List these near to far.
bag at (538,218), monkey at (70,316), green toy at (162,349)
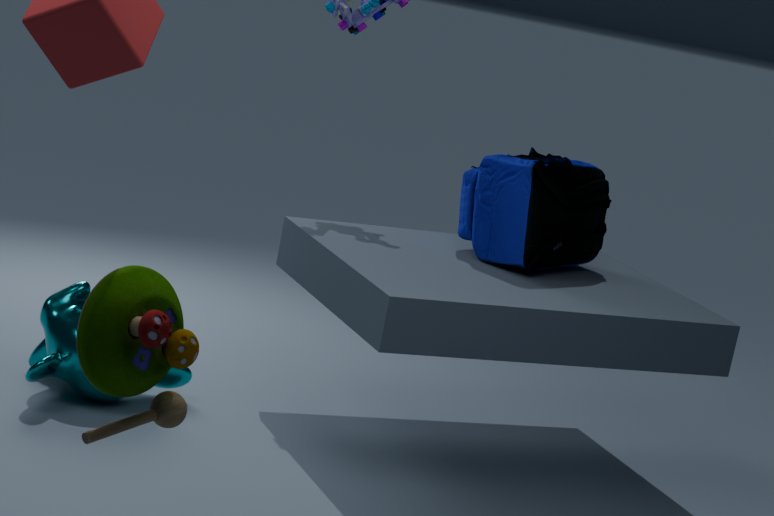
green toy at (162,349) < monkey at (70,316) < bag at (538,218)
